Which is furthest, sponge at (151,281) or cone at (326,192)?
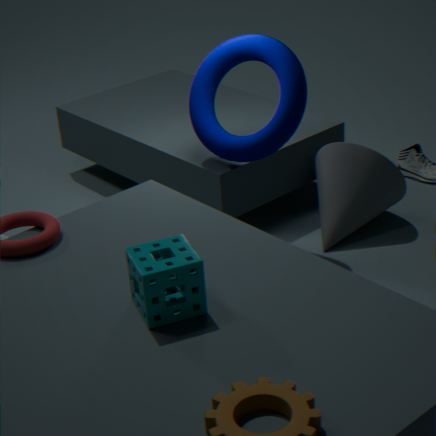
cone at (326,192)
